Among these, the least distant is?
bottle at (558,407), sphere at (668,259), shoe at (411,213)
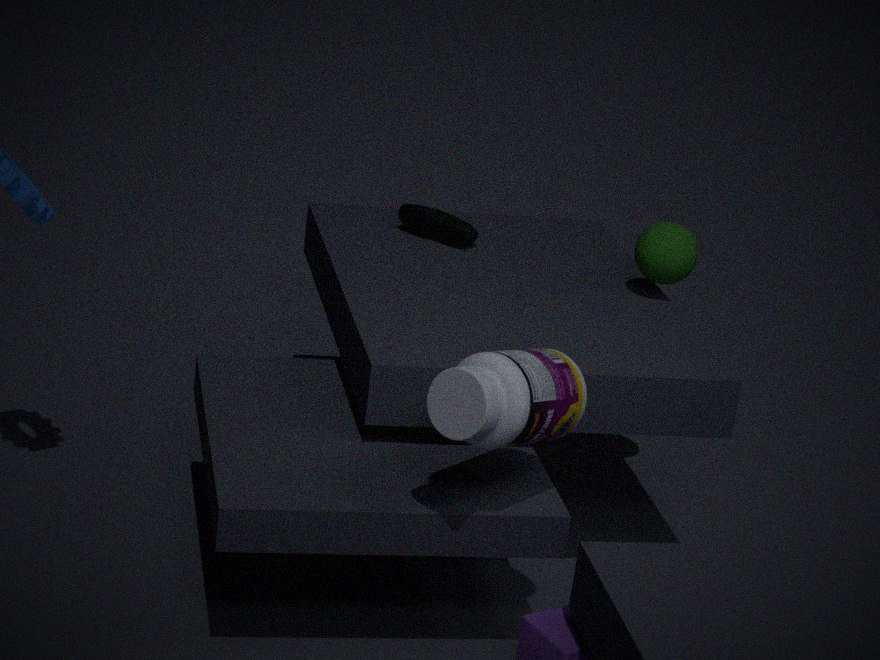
bottle at (558,407)
